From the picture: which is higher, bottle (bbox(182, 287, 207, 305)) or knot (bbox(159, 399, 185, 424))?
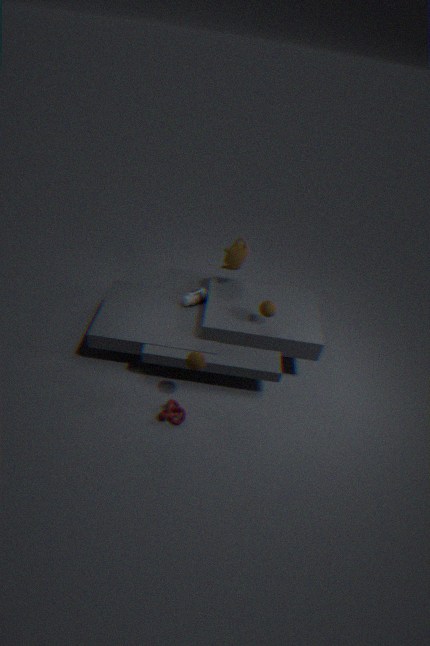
bottle (bbox(182, 287, 207, 305))
